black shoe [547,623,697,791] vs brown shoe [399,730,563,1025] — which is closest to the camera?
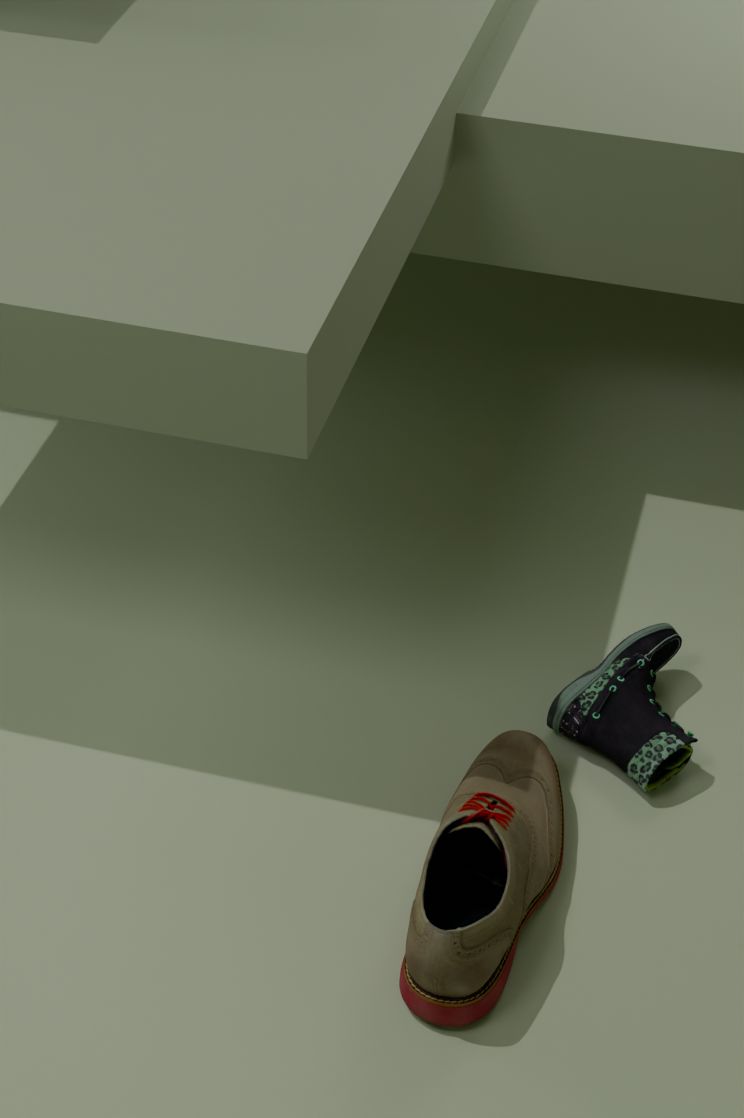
brown shoe [399,730,563,1025]
